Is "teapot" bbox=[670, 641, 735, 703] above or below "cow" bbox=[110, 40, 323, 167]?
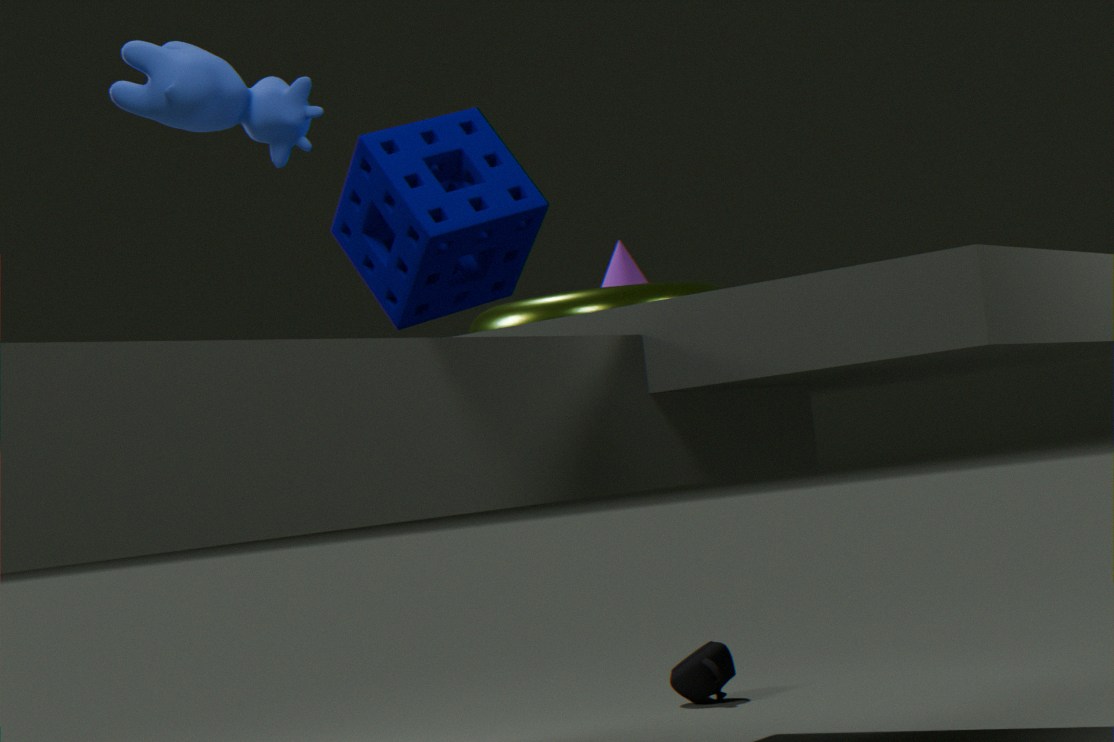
below
